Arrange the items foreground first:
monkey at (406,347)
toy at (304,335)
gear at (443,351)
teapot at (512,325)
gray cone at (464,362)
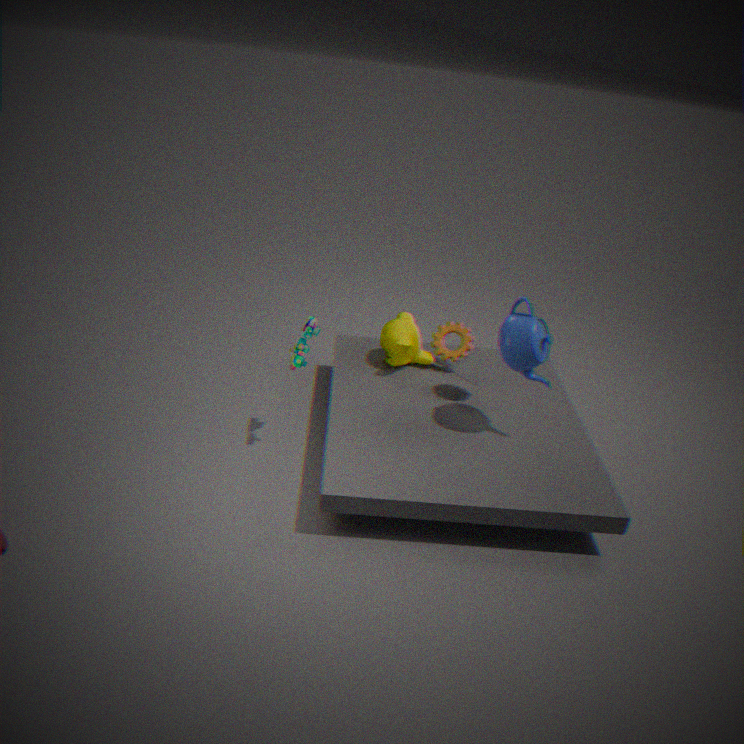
teapot at (512,325)
toy at (304,335)
gray cone at (464,362)
monkey at (406,347)
gear at (443,351)
